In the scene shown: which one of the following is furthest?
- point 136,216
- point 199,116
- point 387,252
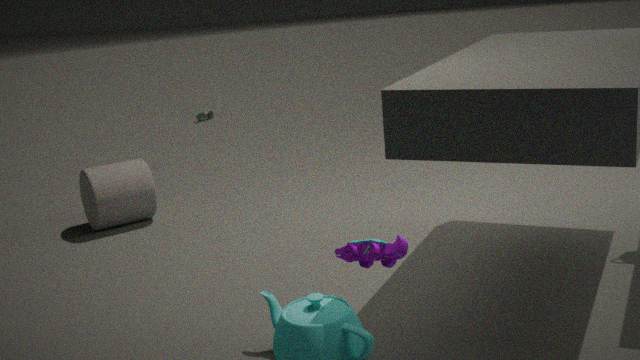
point 199,116
